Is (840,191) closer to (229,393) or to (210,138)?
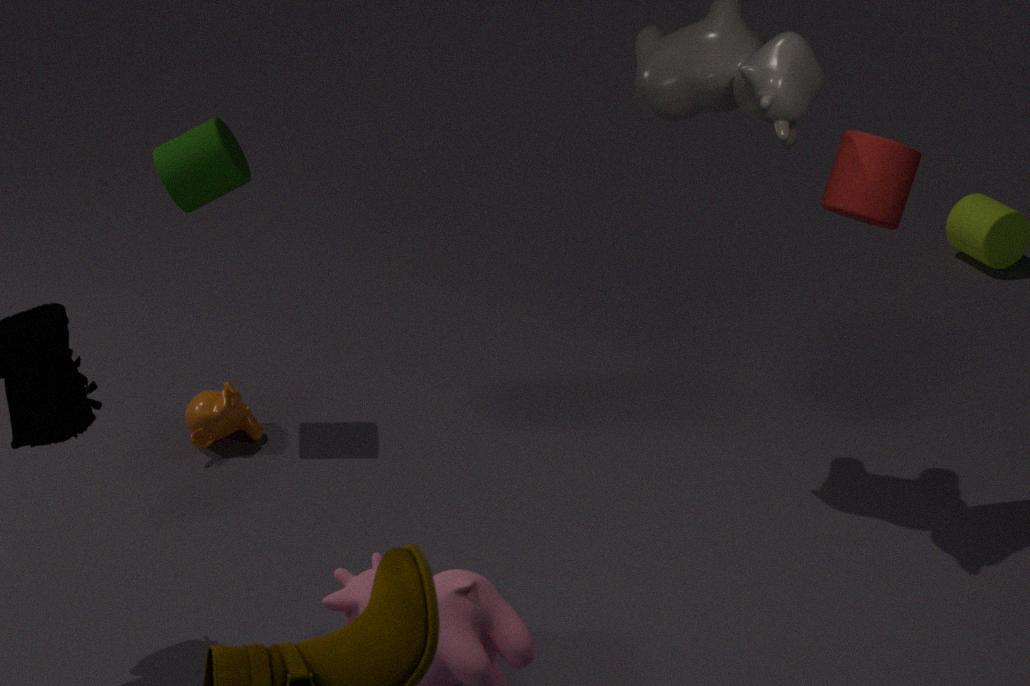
(210,138)
